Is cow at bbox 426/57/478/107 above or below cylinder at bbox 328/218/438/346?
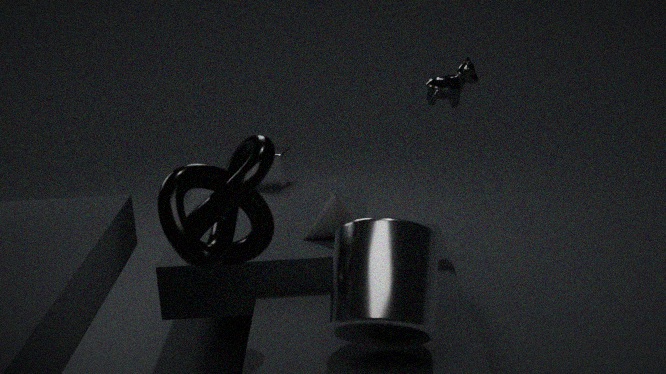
above
